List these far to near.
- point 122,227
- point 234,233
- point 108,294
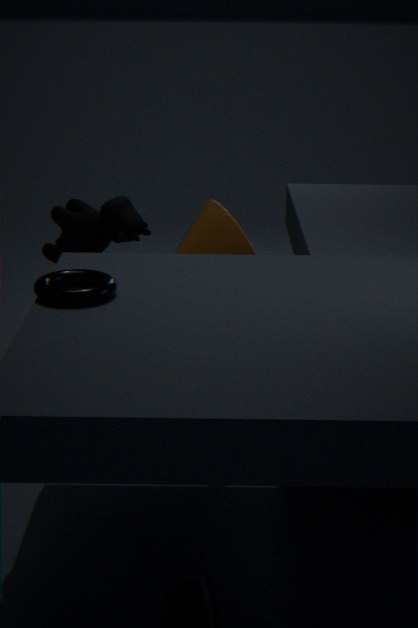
point 122,227
point 234,233
point 108,294
